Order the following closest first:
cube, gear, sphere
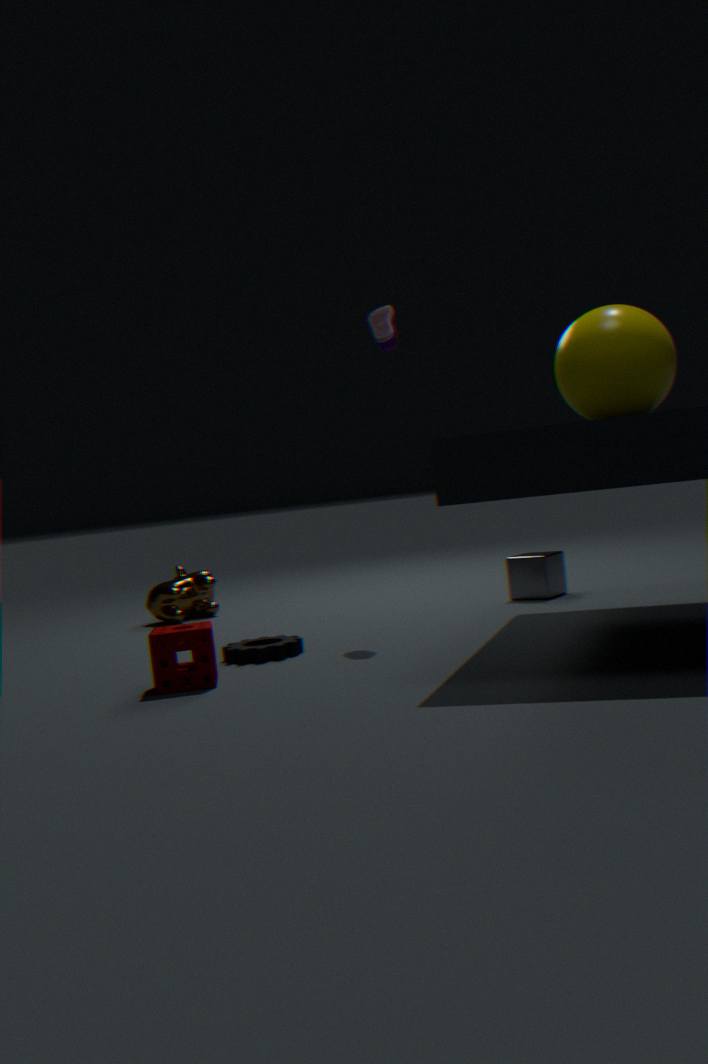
sphere, gear, cube
